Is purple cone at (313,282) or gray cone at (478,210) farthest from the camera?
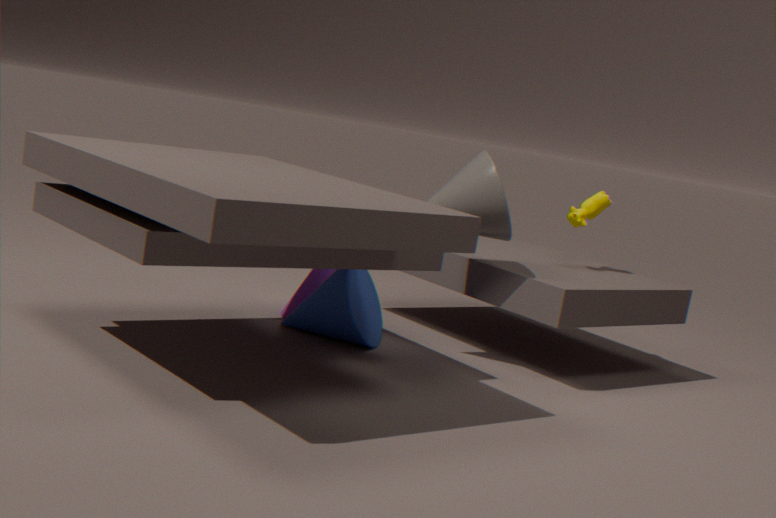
purple cone at (313,282)
